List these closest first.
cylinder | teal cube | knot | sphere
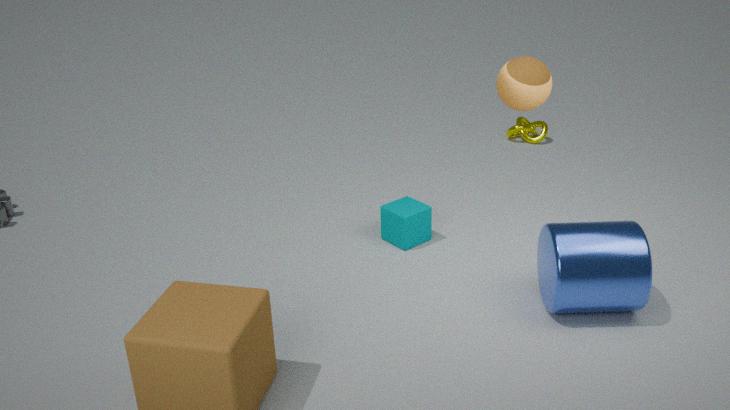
sphere
cylinder
teal cube
knot
